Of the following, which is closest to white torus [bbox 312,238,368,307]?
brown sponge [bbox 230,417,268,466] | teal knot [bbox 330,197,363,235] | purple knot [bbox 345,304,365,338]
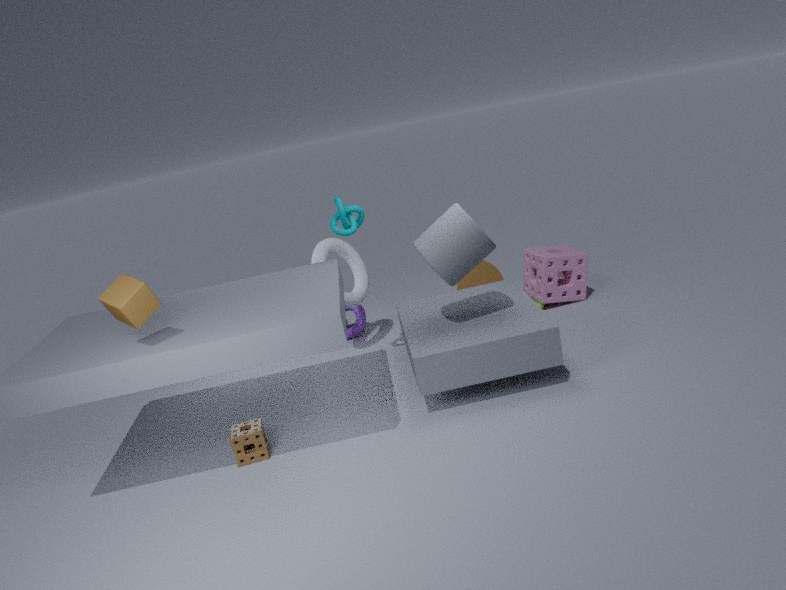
purple knot [bbox 345,304,365,338]
